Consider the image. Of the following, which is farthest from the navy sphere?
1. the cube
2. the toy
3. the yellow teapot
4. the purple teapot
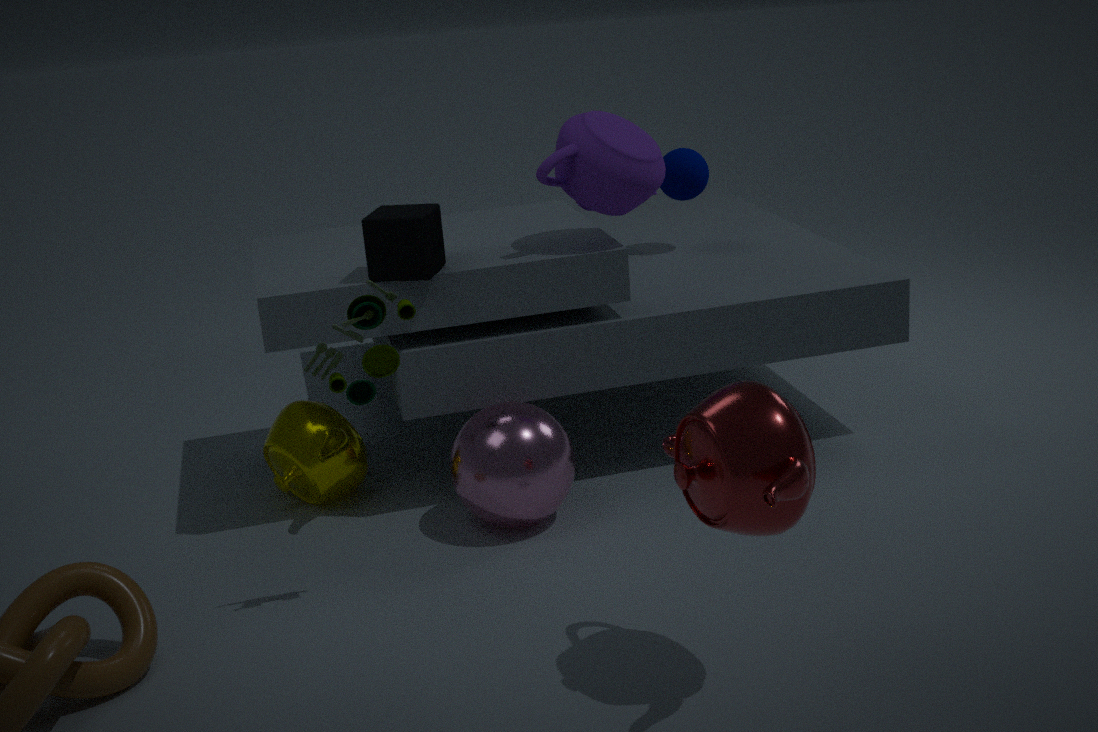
the toy
